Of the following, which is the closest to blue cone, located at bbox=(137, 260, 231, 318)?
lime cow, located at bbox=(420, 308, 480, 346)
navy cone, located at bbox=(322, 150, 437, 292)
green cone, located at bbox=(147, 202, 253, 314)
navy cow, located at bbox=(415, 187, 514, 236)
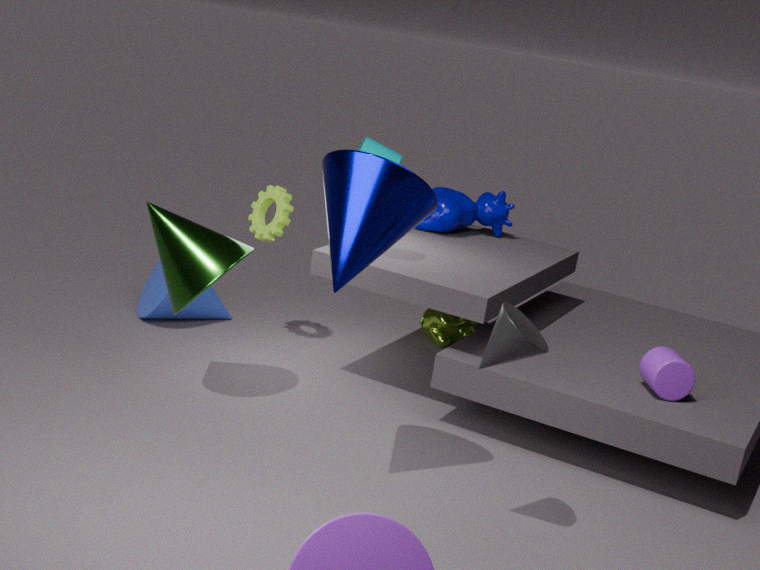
green cone, located at bbox=(147, 202, 253, 314)
